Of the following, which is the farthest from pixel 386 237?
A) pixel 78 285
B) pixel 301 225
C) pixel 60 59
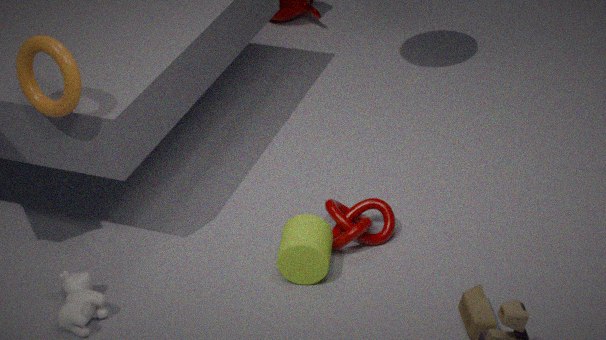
pixel 60 59
